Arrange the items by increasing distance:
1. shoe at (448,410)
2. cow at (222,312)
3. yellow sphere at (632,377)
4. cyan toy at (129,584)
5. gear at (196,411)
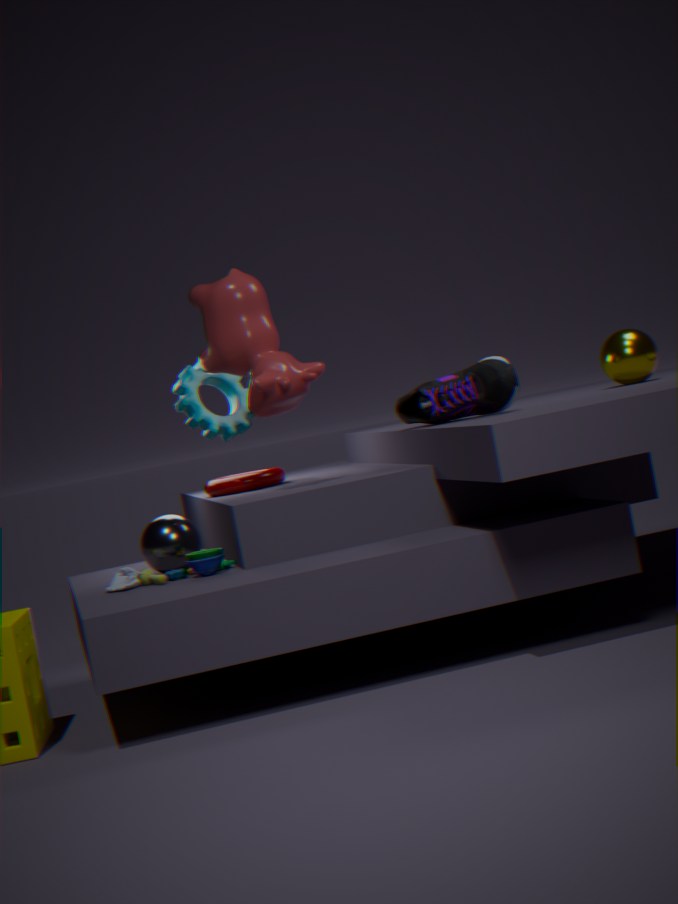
cyan toy at (129,584) → shoe at (448,410) → cow at (222,312) → yellow sphere at (632,377) → gear at (196,411)
